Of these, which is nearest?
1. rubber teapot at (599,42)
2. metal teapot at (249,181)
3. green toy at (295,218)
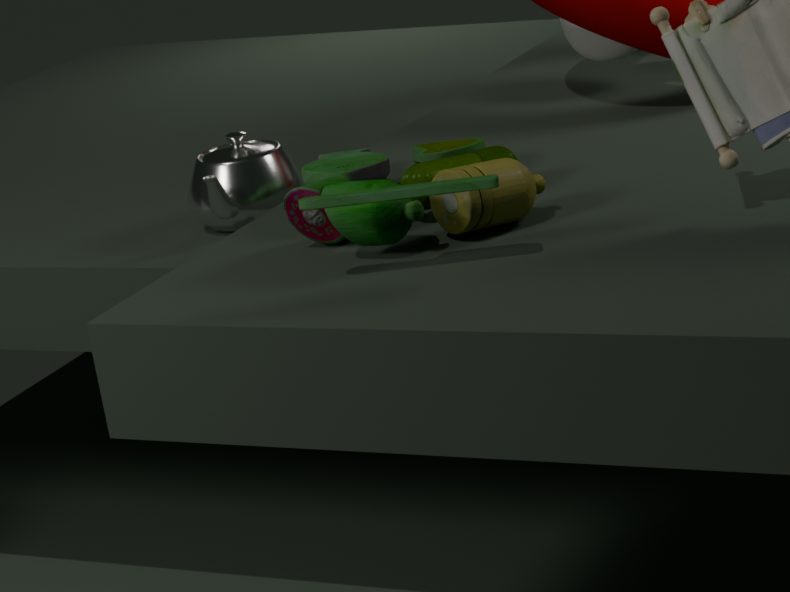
green toy at (295,218)
